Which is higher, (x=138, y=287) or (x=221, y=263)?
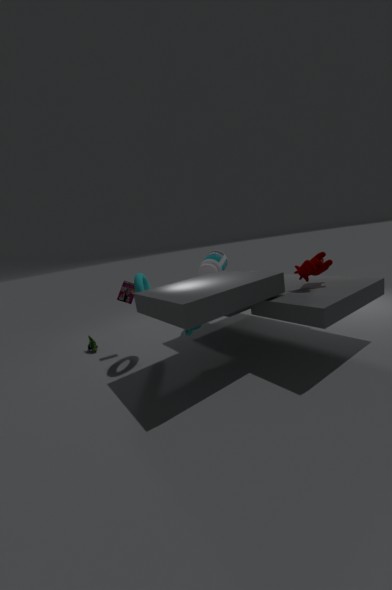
(x=221, y=263)
